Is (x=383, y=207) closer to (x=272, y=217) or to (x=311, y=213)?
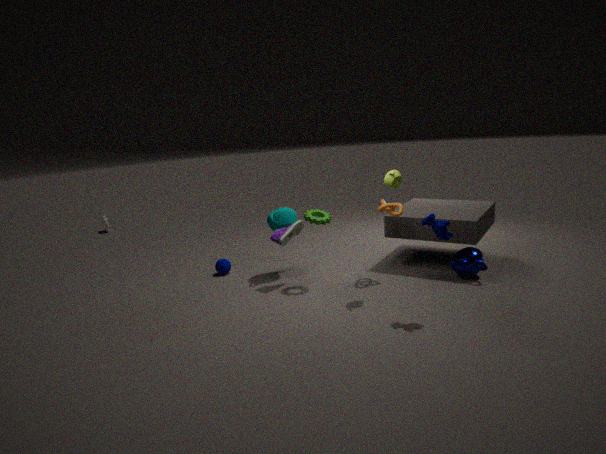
(x=311, y=213)
